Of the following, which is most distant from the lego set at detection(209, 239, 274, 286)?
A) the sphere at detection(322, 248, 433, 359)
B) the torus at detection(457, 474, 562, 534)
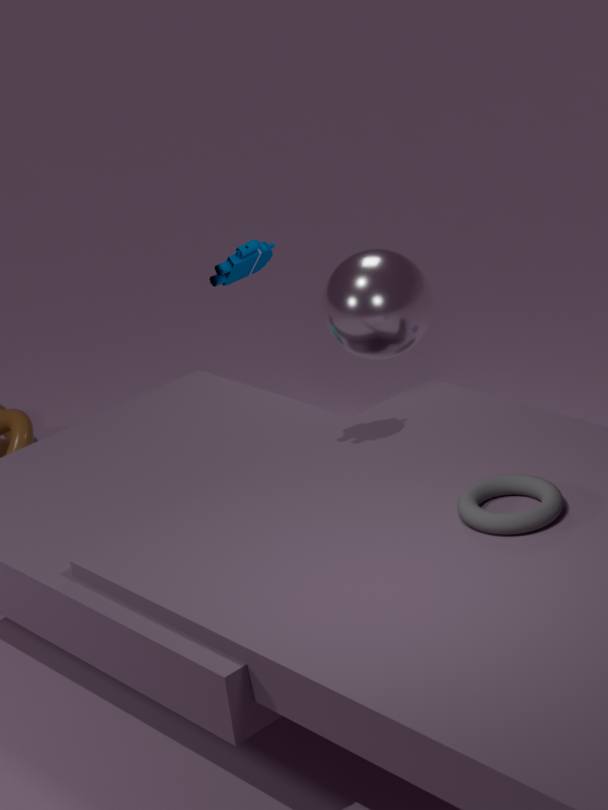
the torus at detection(457, 474, 562, 534)
